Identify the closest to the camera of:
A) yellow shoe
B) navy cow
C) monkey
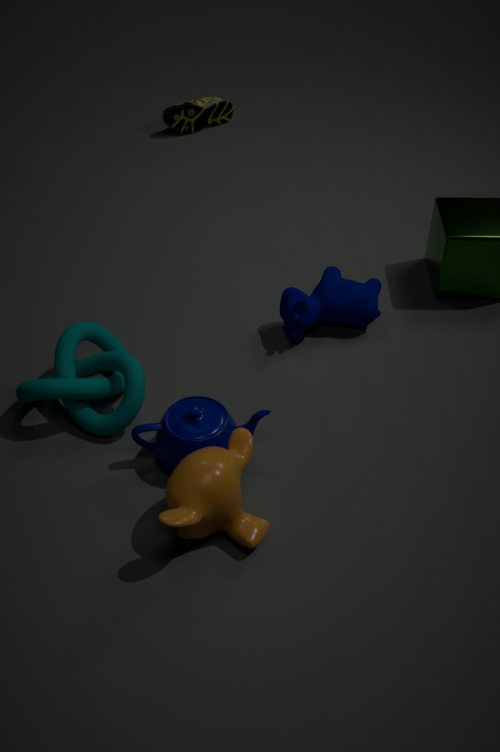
monkey
